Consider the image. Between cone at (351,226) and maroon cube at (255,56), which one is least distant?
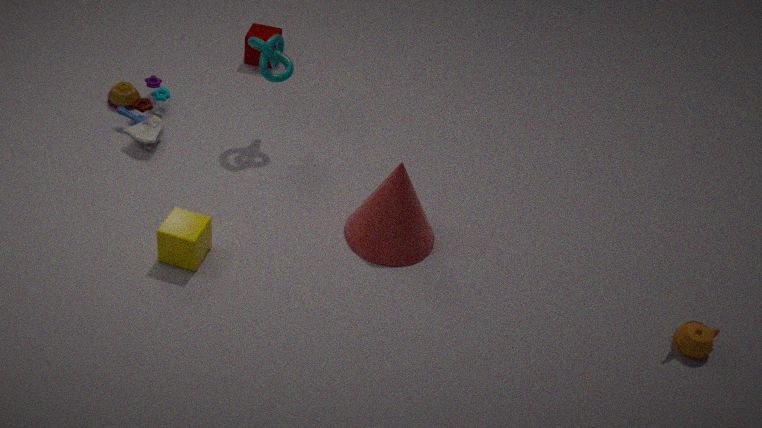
cone at (351,226)
